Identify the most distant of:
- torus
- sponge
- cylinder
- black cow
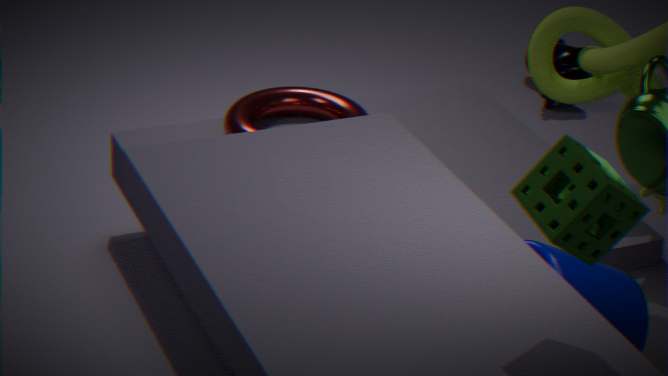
black cow
